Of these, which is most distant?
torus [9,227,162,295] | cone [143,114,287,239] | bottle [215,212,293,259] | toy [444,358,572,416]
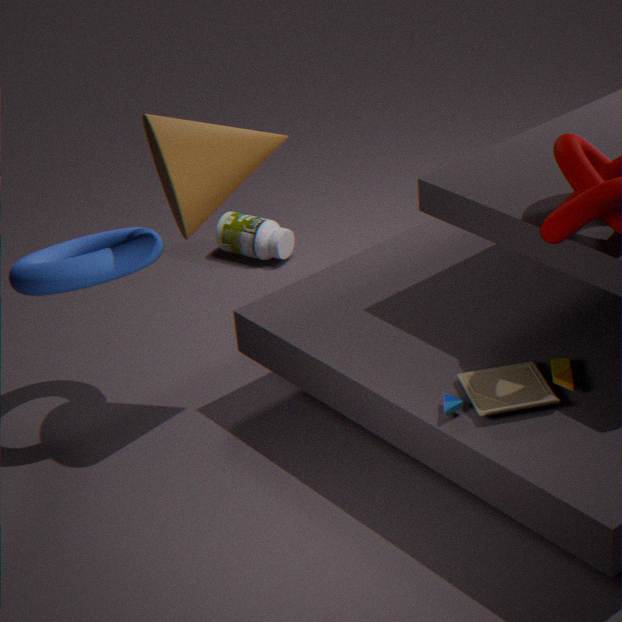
bottle [215,212,293,259]
